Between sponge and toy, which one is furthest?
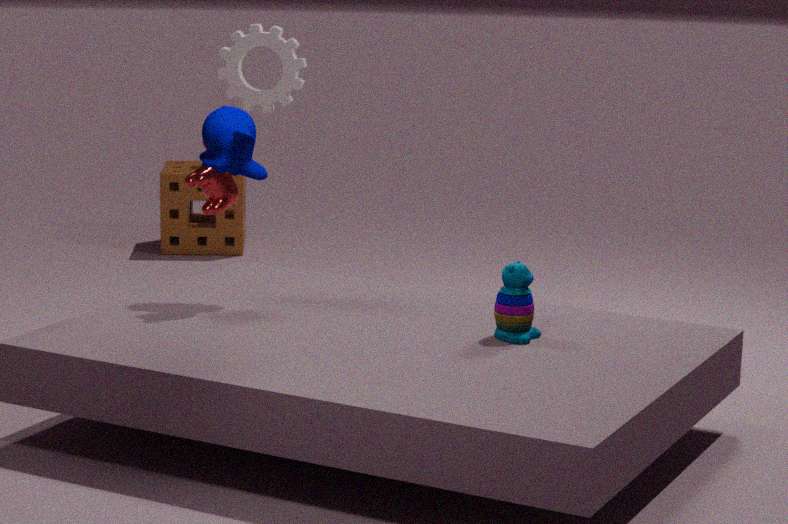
sponge
